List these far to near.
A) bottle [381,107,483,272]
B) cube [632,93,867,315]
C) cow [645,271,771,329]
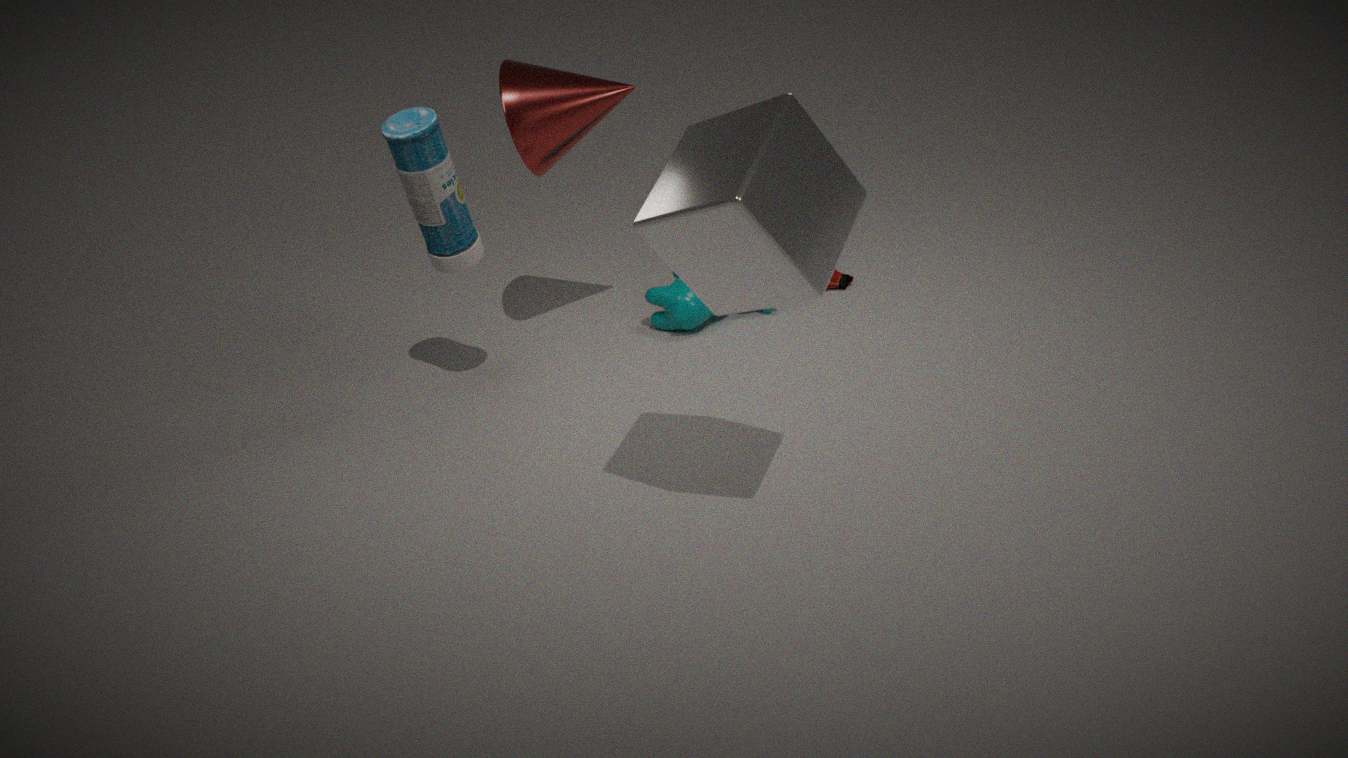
cow [645,271,771,329], bottle [381,107,483,272], cube [632,93,867,315]
